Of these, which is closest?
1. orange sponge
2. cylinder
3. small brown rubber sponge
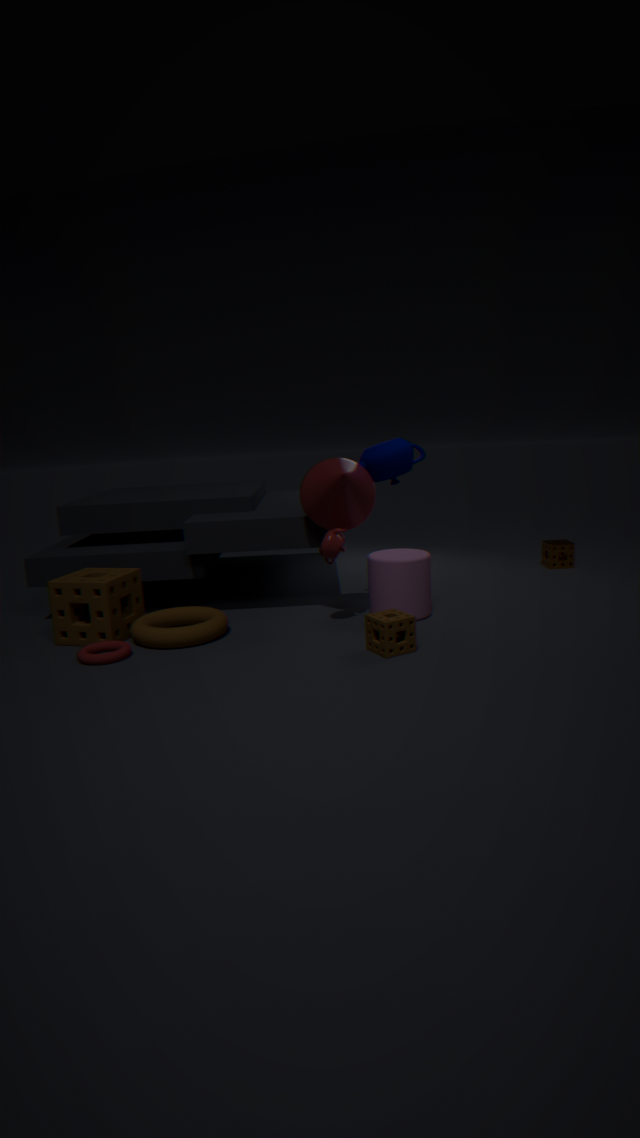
small brown rubber sponge
